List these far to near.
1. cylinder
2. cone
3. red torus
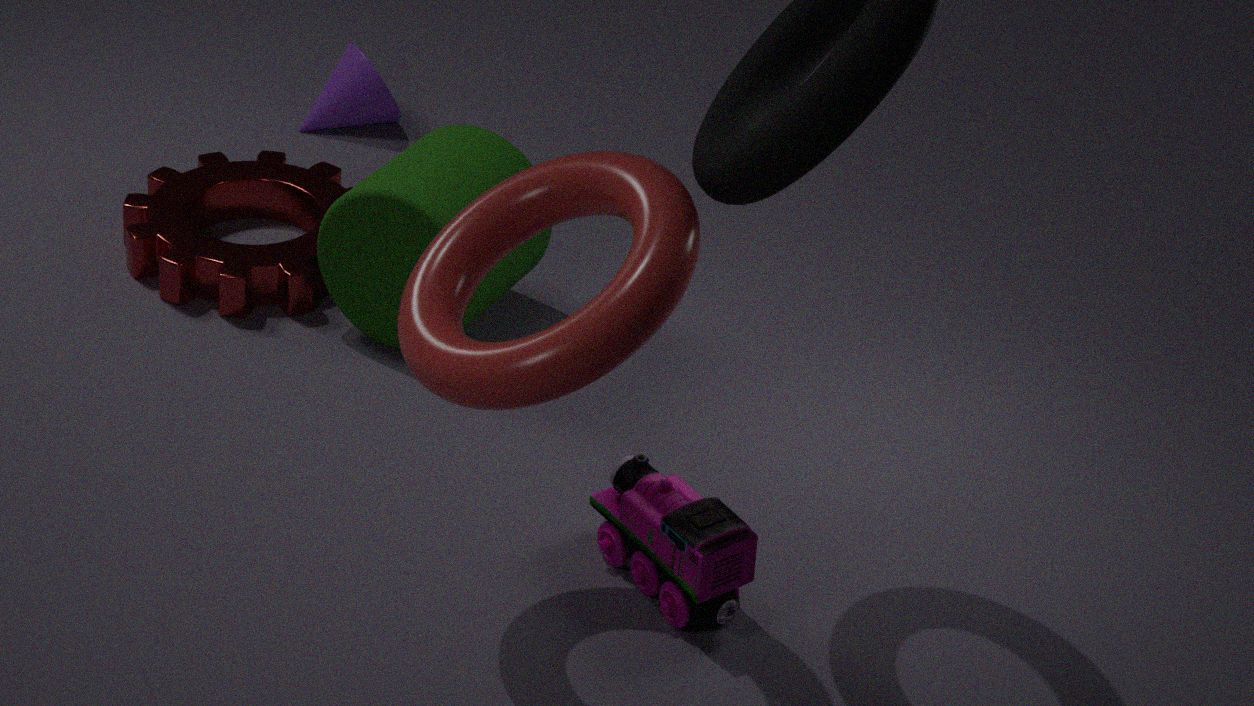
1. cone
2. cylinder
3. red torus
